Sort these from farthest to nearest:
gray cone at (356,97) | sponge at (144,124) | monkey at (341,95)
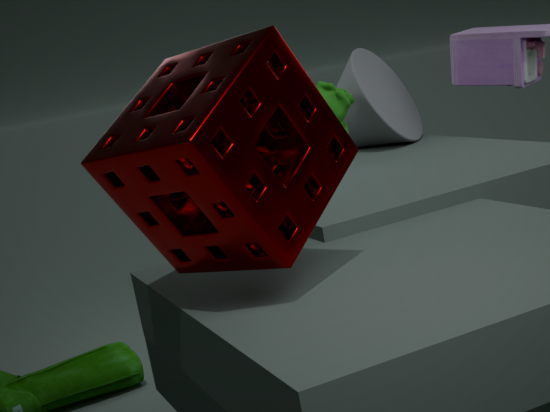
gray cone at (356,97) → monkey at (341,95) → sponge at (144,124)
